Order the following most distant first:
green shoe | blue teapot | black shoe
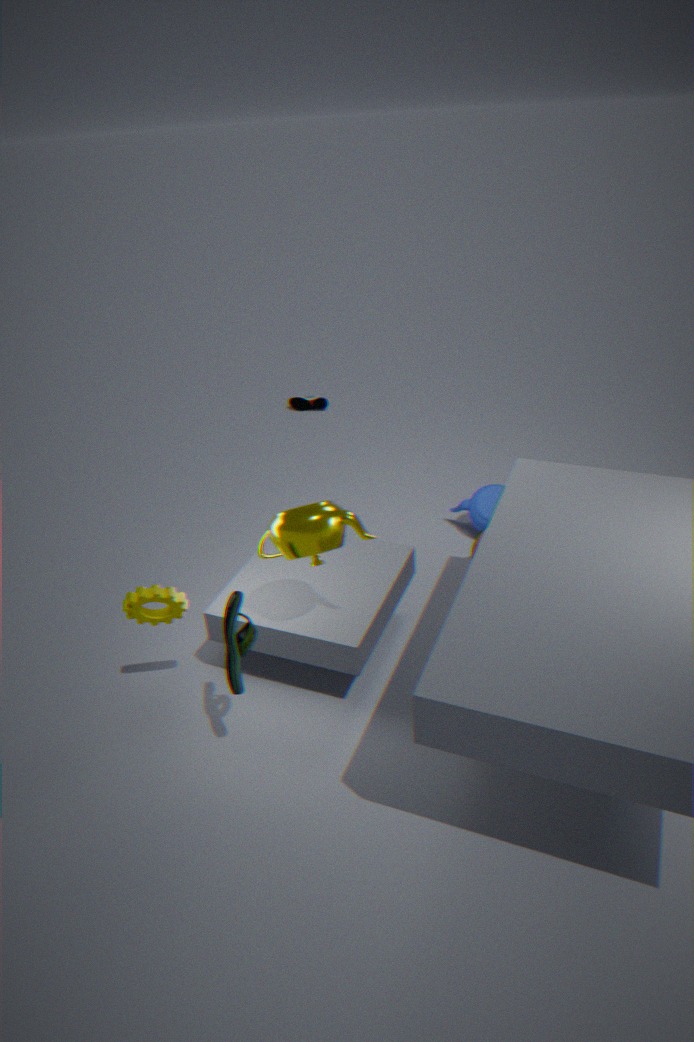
black shoe → blue teapot → green shoe
